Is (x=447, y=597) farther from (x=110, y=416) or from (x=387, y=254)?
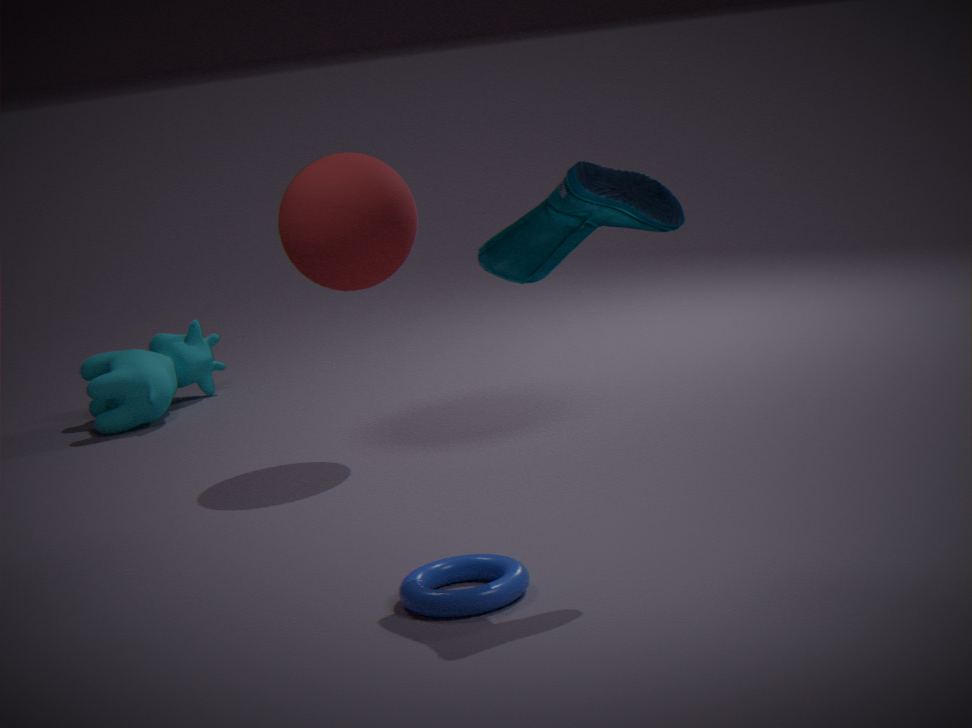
(x=110, y=416)
